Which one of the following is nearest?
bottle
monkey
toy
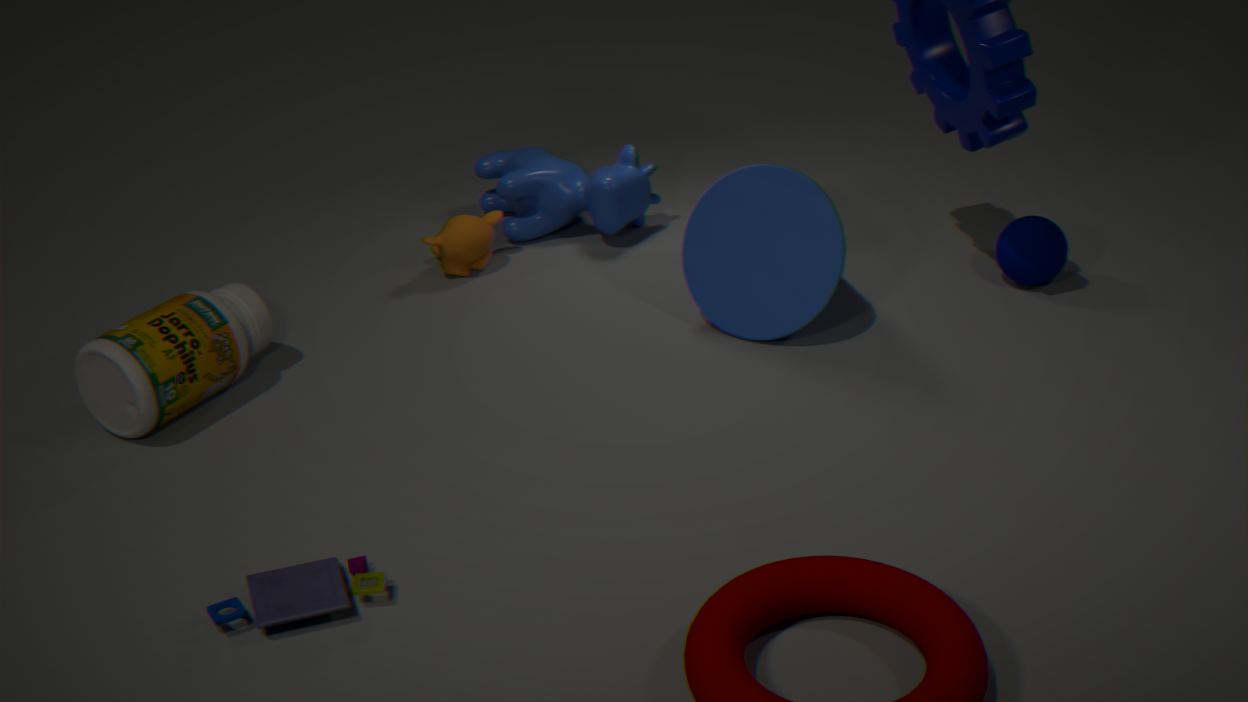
toy
